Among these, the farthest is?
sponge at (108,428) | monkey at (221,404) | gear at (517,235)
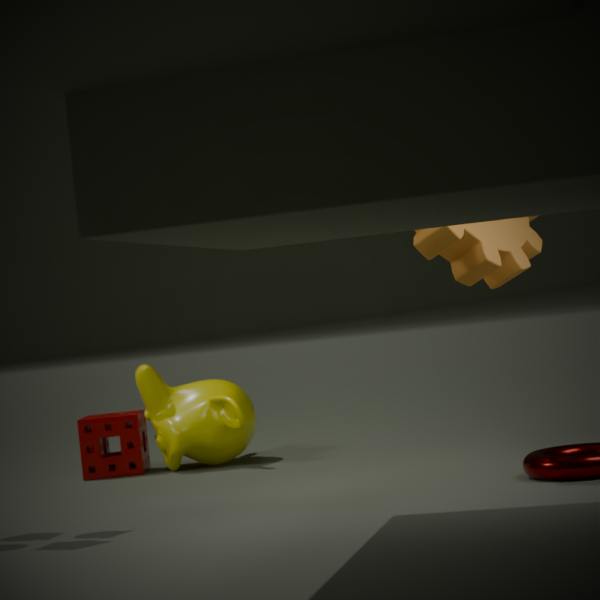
sponge at (108,428)
